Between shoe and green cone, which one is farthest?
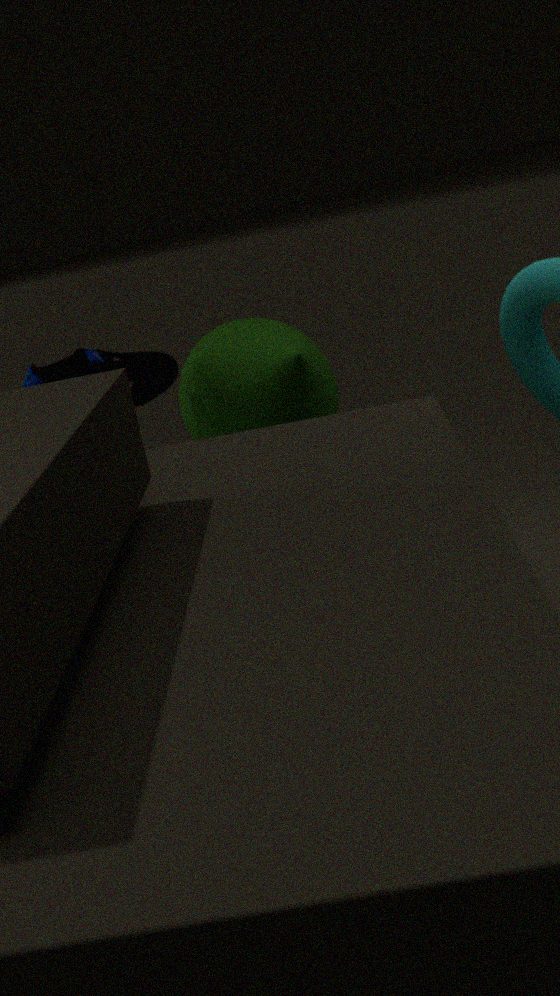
green cone
